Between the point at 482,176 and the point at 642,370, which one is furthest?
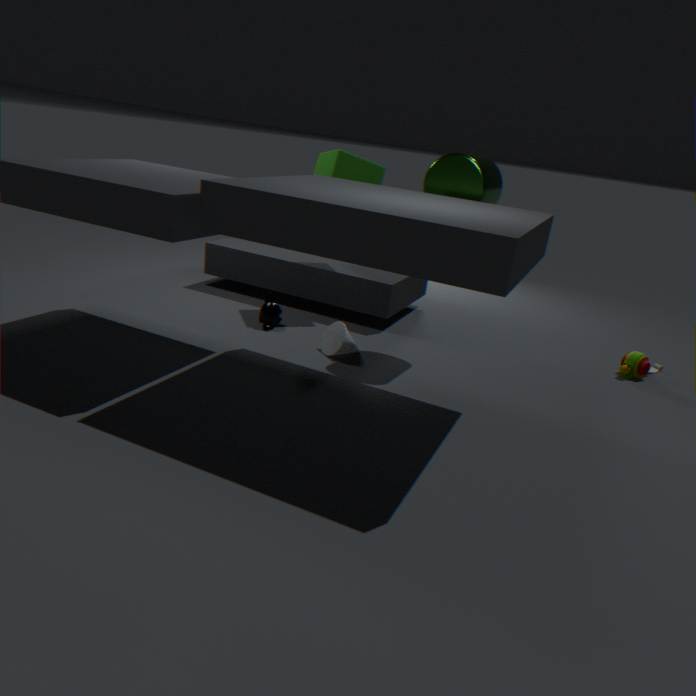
the point at 642,370
